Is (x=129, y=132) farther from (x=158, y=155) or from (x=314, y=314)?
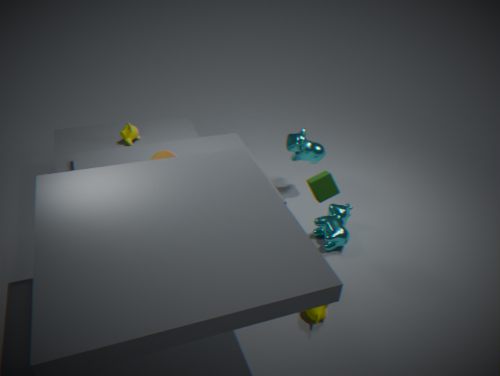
(x=314, y=314)
